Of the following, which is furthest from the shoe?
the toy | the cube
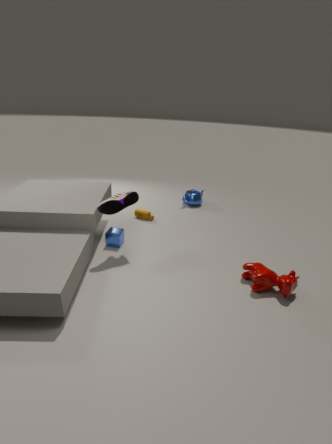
→ the toy
